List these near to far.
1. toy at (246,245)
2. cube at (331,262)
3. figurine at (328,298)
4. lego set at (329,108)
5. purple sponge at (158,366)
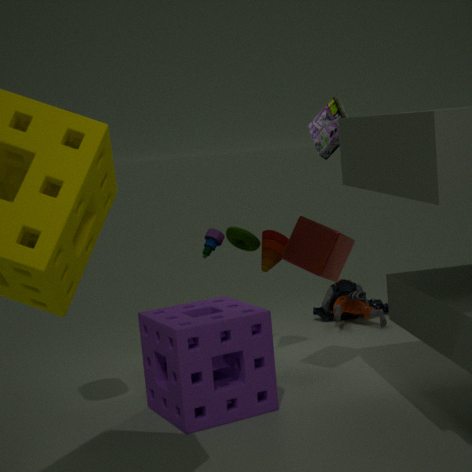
1. purple sponge at (158,366)
2. cube at (331,262)
3. lego set at (329,108)
4. toy at (246,245)
5. figurine at (328,298)
